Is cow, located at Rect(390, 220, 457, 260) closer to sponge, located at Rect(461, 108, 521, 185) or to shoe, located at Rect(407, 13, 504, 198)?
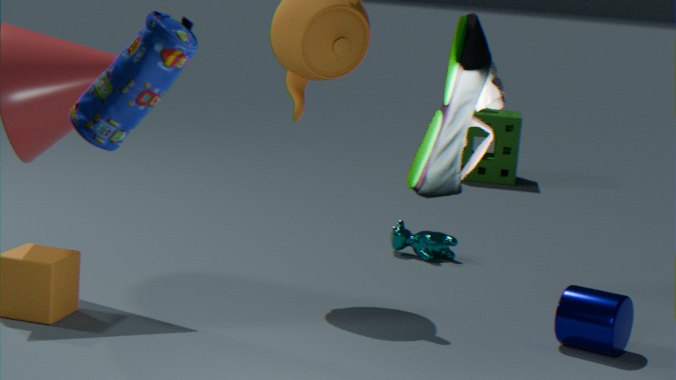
sponge, located at Rect(461, 108, 521, 185)
